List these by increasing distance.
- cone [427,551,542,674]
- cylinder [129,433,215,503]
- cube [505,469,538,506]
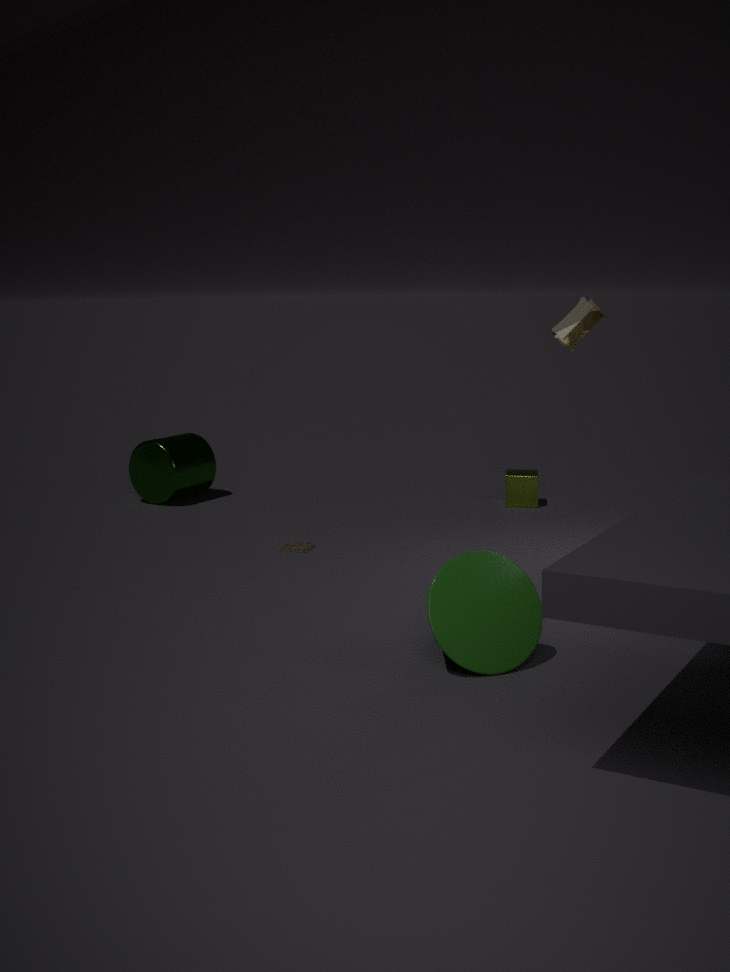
cone [427,551,542,674] < cube [505,469,538,506] < cylinder [129,433,215,503]
